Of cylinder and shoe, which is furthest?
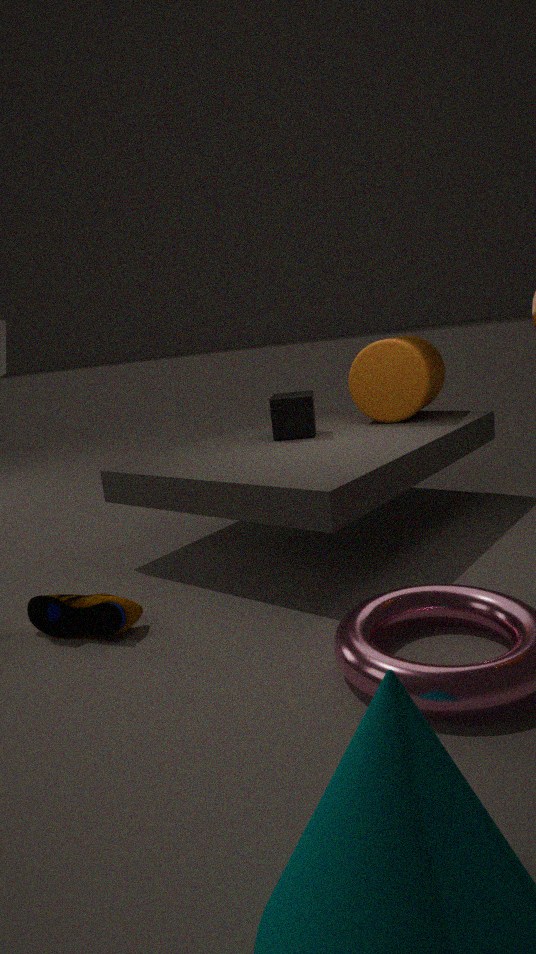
cylinder
